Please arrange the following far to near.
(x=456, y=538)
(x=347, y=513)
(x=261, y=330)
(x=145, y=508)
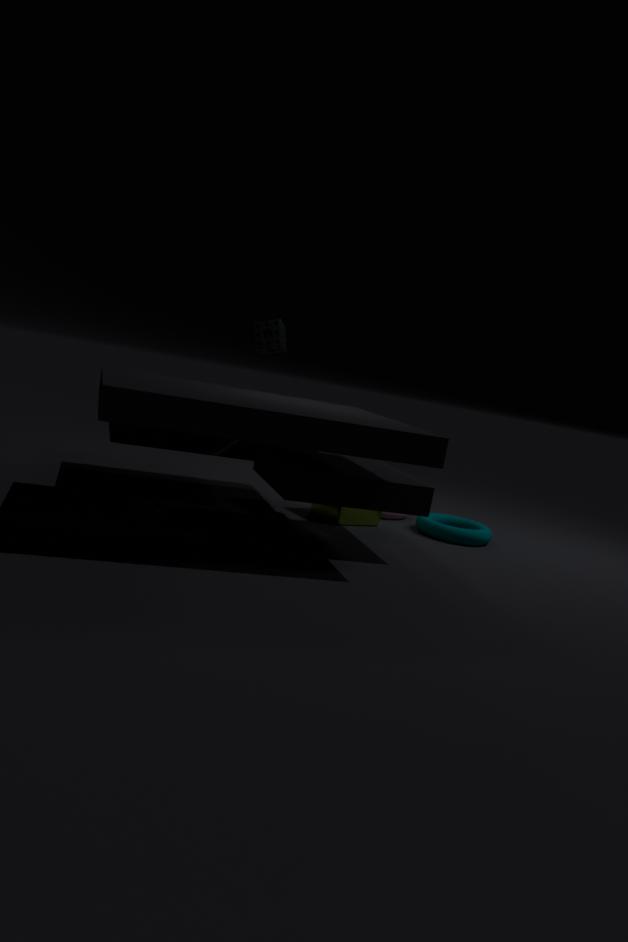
(x=456, y=538), (x=347, y=513), (x=261, y=330), (x=145, y=508)
